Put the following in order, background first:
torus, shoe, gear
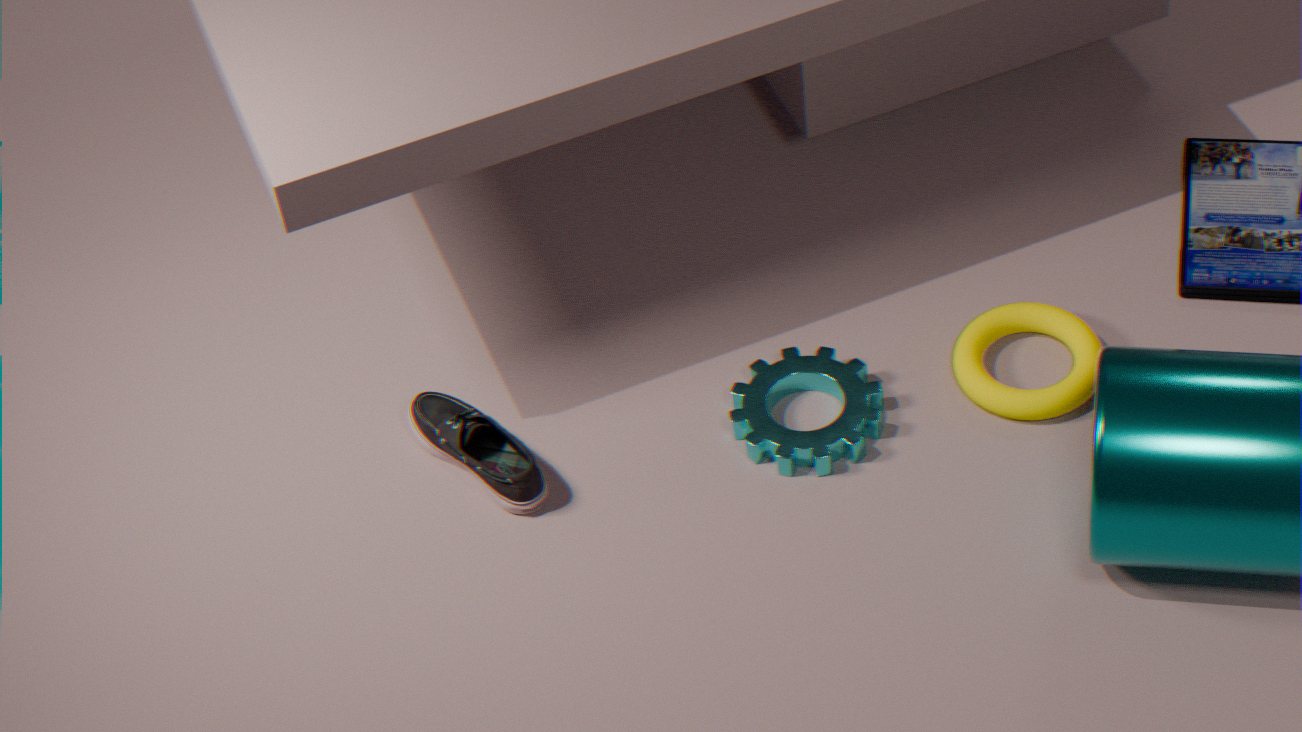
torus
gear
shoe
